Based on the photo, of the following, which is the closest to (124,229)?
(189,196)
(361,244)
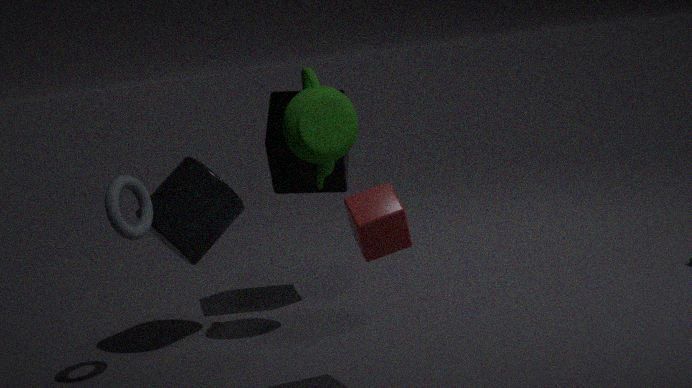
(189,196)
